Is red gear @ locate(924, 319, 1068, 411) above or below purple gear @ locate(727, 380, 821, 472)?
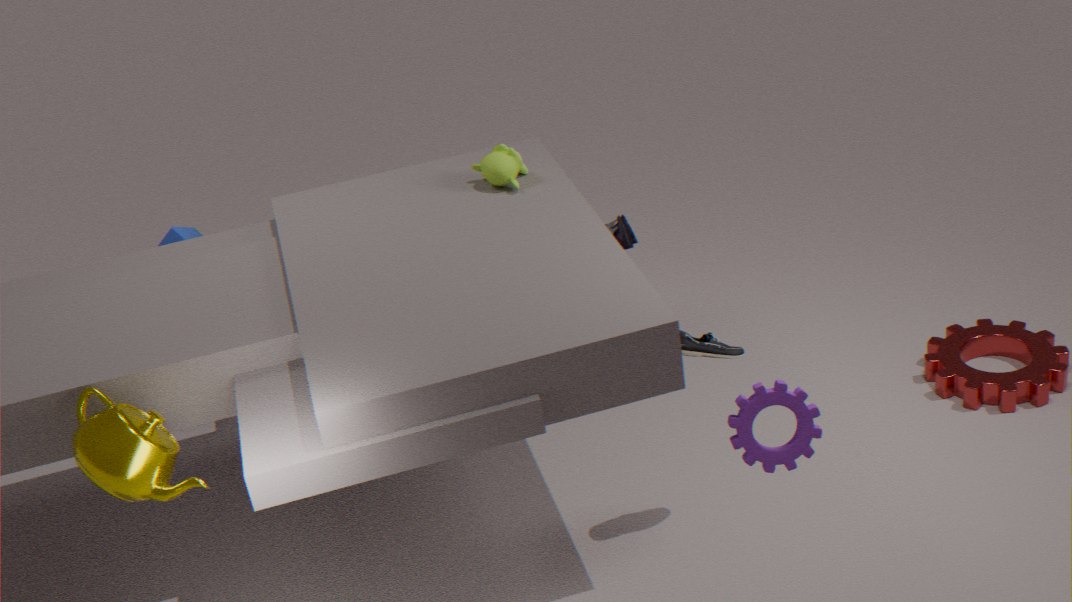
below
